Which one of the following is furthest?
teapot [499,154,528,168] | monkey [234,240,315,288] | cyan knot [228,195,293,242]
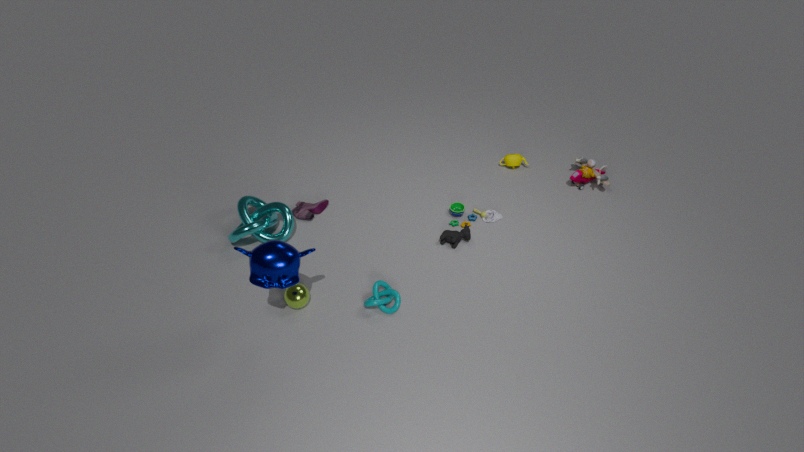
teapot [499,154,528,168]
